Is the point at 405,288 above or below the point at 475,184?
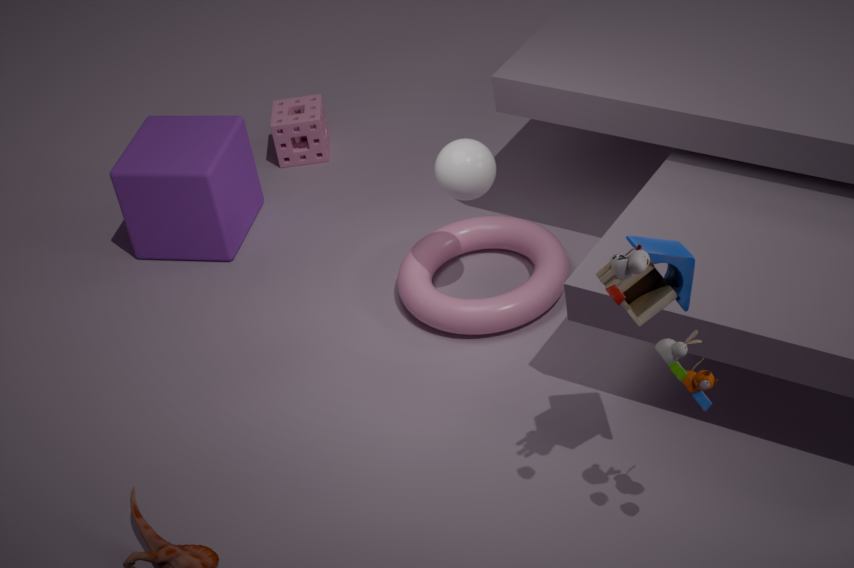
below
